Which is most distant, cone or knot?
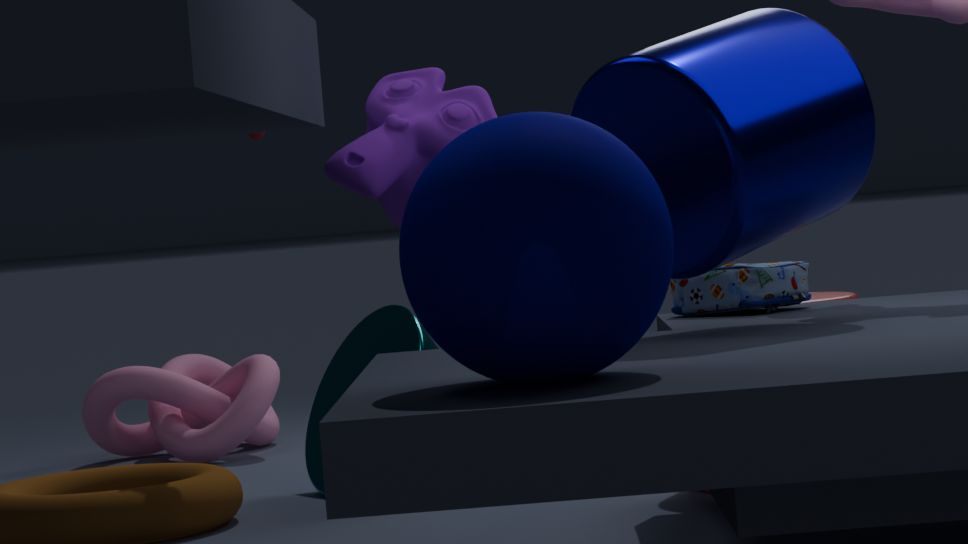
knot
